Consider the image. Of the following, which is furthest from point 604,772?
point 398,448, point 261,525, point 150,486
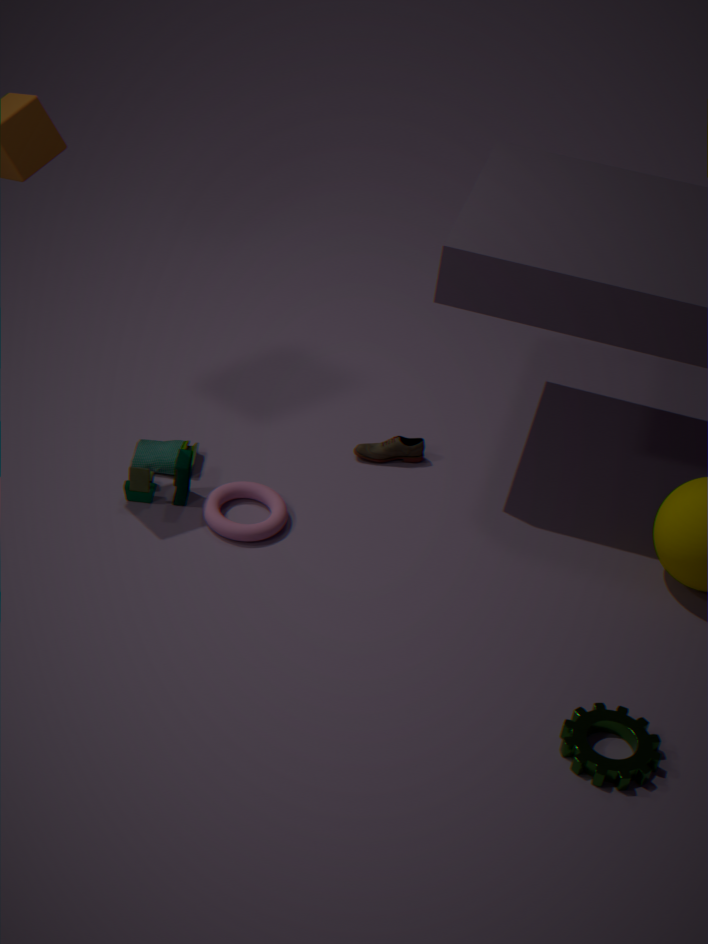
point 150,486
